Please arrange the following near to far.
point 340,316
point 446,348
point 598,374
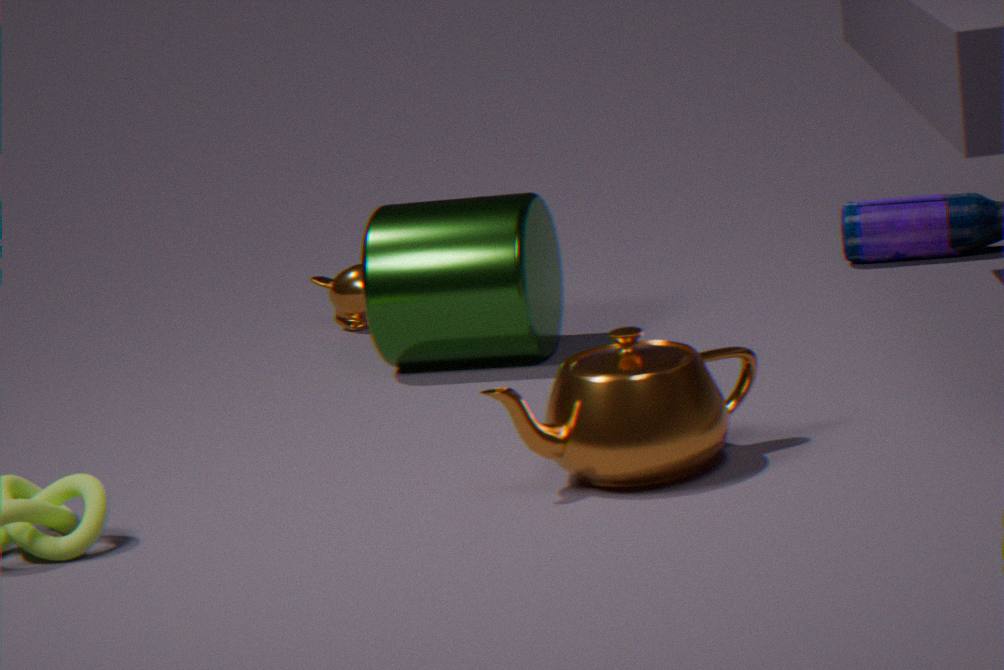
point 598,374 < point 446,348 < point 340,316
